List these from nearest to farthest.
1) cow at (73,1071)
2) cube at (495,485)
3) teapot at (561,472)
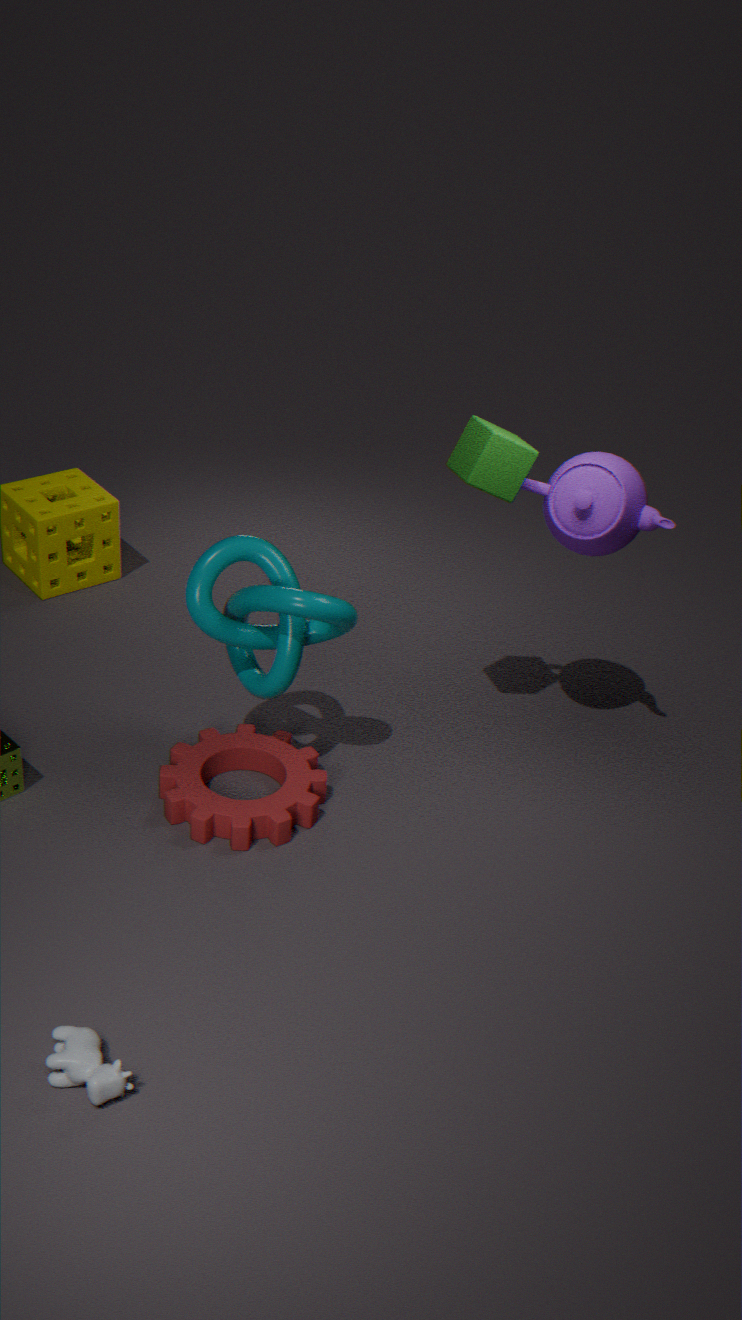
1. cow at (73,1071) → 2. cube at (495,485) → 3. teapot at (561,472)
